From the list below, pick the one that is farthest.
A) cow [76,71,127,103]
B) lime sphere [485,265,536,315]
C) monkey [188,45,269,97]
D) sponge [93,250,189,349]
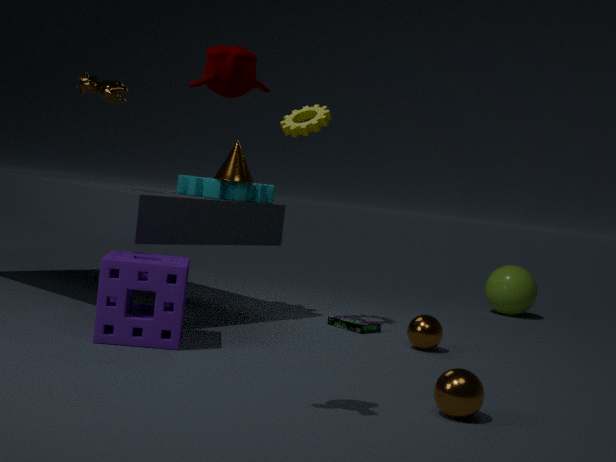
B. lime sphere [485,265,536,315]
